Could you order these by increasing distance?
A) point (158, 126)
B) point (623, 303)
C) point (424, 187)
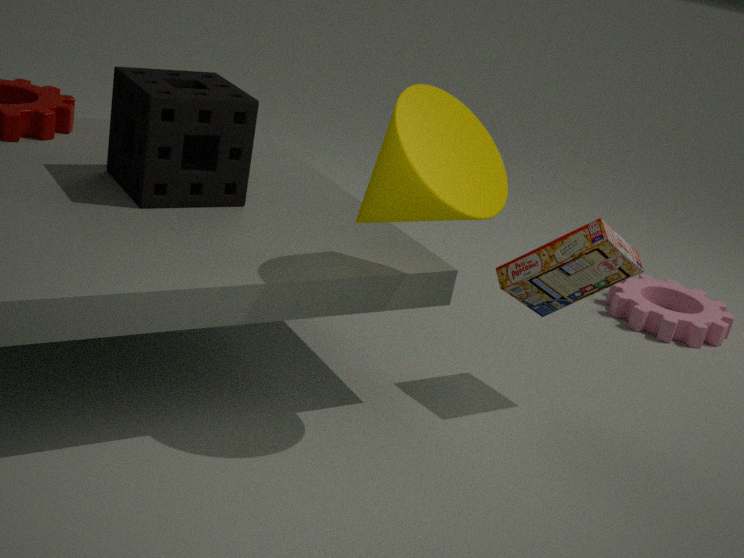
point (424, 187) → point (158, 126) → point (623, 303)
